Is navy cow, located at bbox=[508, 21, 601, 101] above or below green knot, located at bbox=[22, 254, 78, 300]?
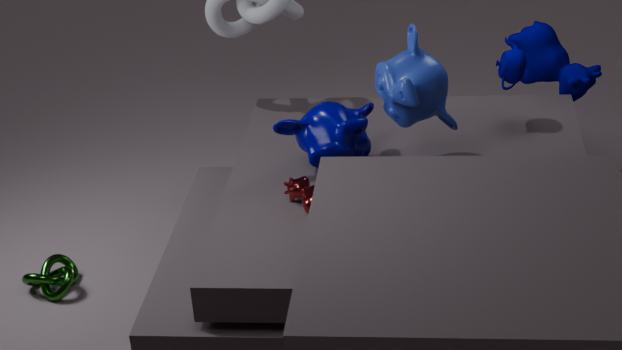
above
